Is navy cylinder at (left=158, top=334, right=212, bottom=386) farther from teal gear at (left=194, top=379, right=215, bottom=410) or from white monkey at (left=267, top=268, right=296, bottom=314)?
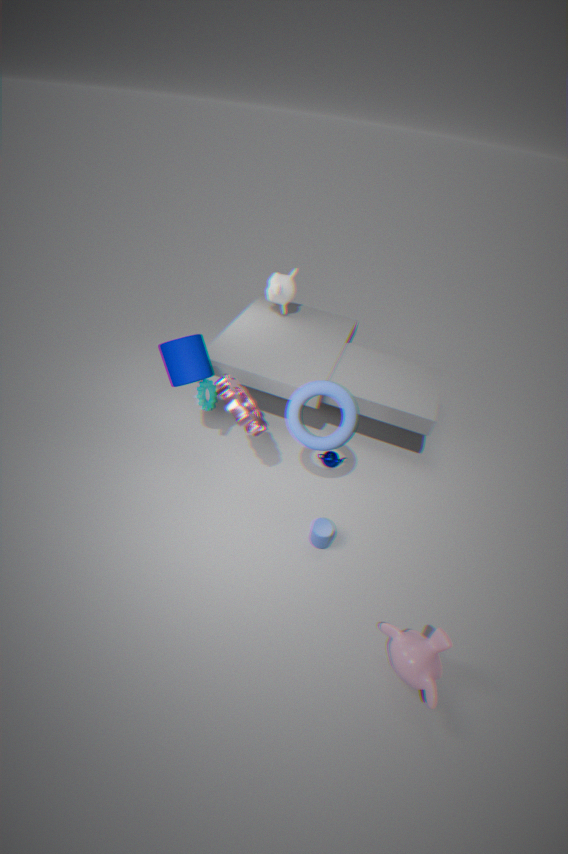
white monkey at (left=267, top=268, right=296, bottom=314)
